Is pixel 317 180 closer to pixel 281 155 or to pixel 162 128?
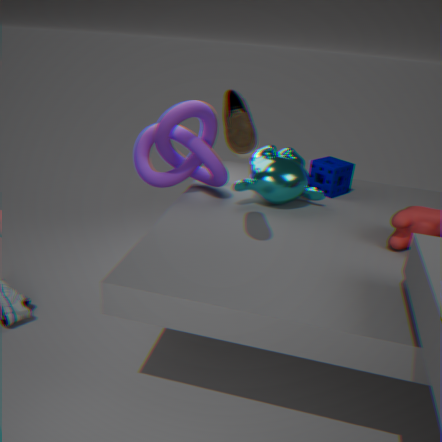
pixel 281 155
